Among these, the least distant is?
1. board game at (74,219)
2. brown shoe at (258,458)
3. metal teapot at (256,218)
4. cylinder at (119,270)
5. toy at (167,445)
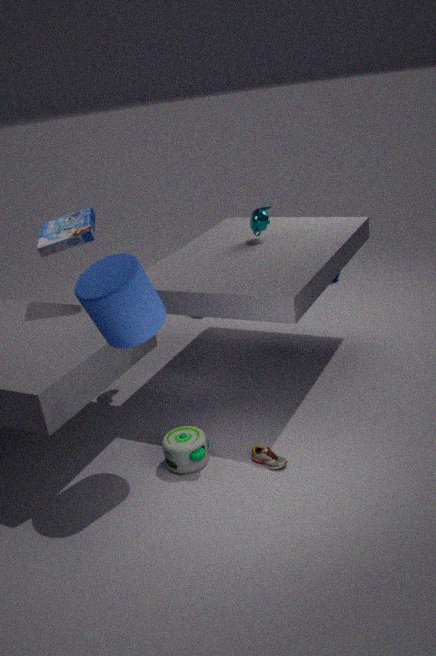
cylinder at (119,270)
